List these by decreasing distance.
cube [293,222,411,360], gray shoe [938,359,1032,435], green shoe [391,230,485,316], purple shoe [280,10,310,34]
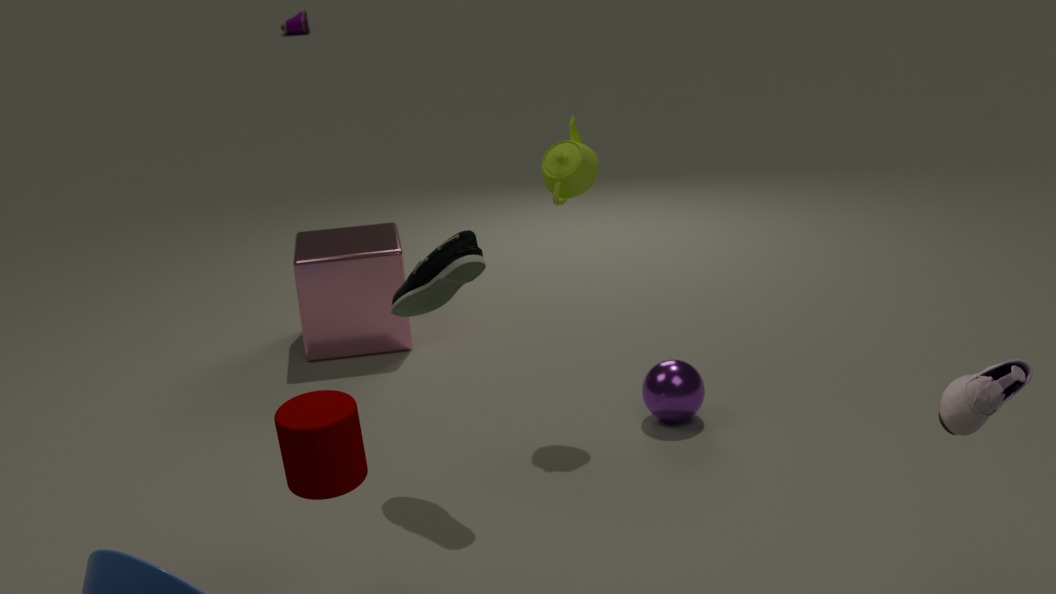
purple shoe [280,10,310,34], cube [293,222,411,360], green shoe [391,230,485,316], gray shoe [938,359,1032,435]
